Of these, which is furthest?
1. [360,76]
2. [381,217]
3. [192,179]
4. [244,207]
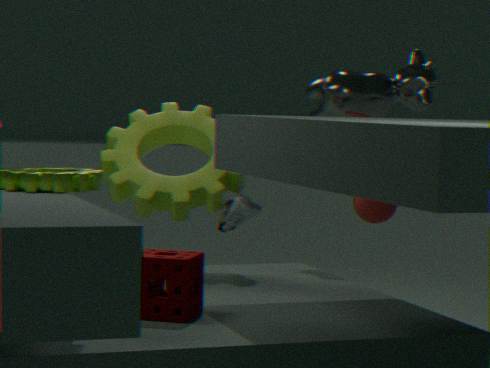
[381,217]
